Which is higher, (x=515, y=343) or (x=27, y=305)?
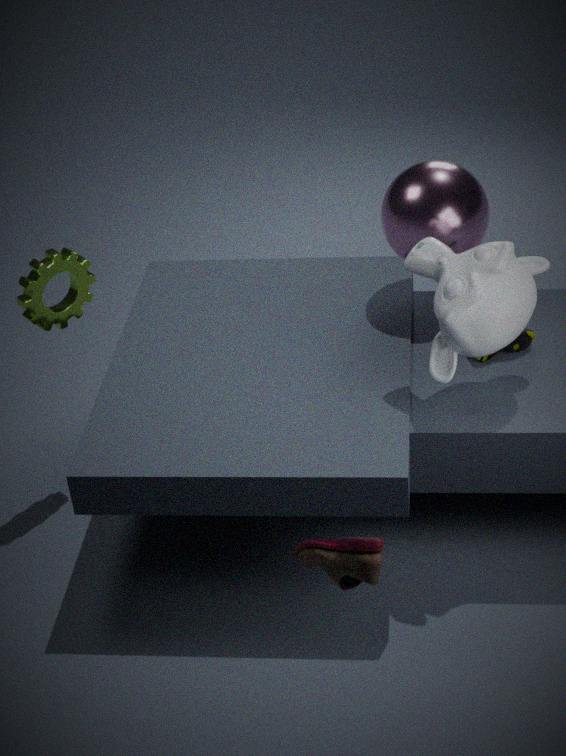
(x=27, y=305)
